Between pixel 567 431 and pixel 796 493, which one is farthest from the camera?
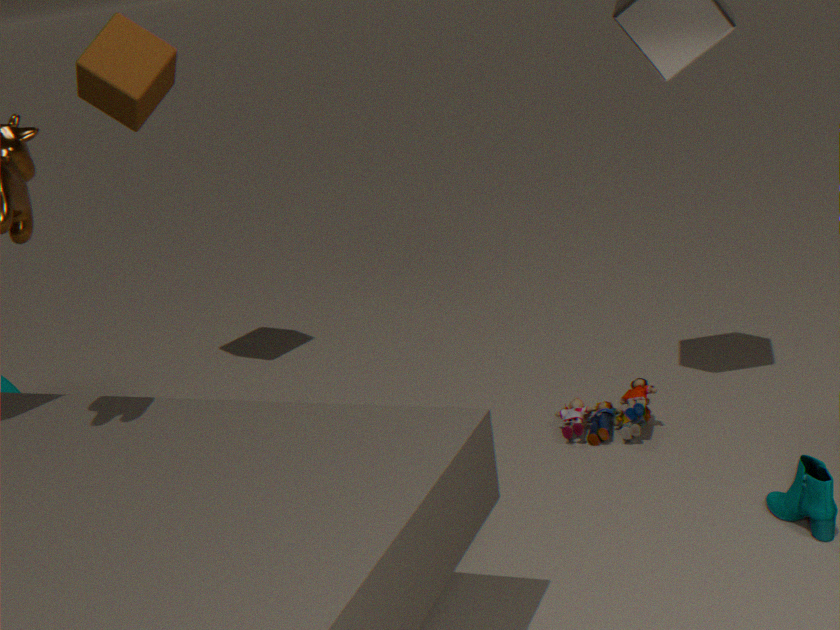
pixel 567 431
